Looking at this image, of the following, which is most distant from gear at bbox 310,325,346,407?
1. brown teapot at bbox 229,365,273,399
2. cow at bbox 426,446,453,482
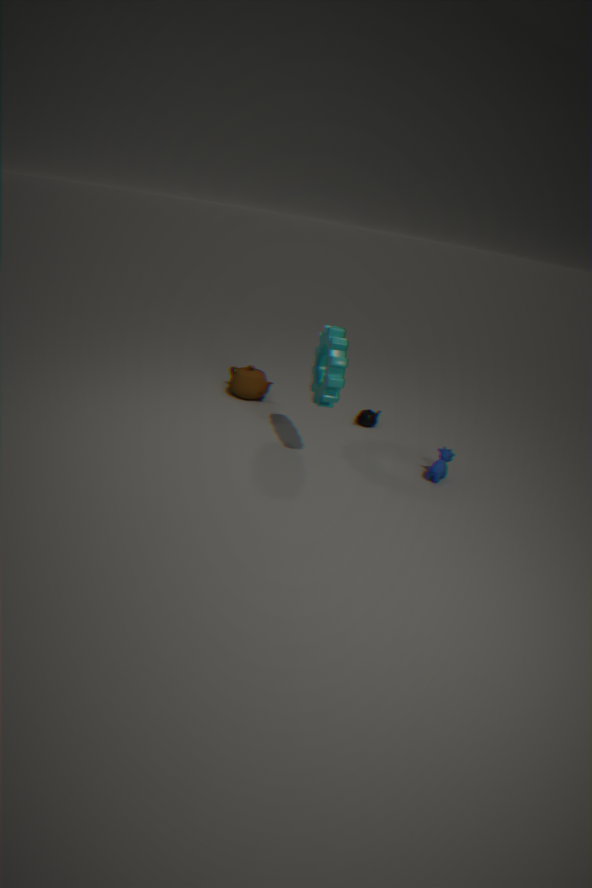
cow at bbox 426,446,453,482
